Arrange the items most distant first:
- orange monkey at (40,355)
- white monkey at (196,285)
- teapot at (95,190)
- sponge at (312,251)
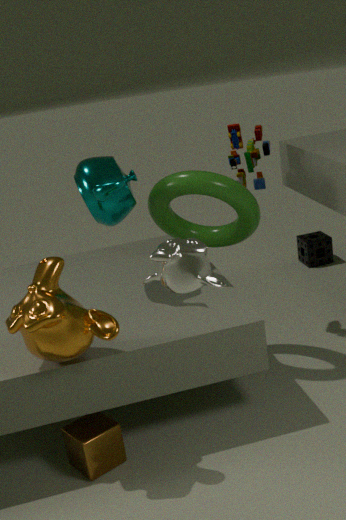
sponge at (312,251)
teapot at (95,190)
orange monkey at (40,355)
white monkey at (196,285)
